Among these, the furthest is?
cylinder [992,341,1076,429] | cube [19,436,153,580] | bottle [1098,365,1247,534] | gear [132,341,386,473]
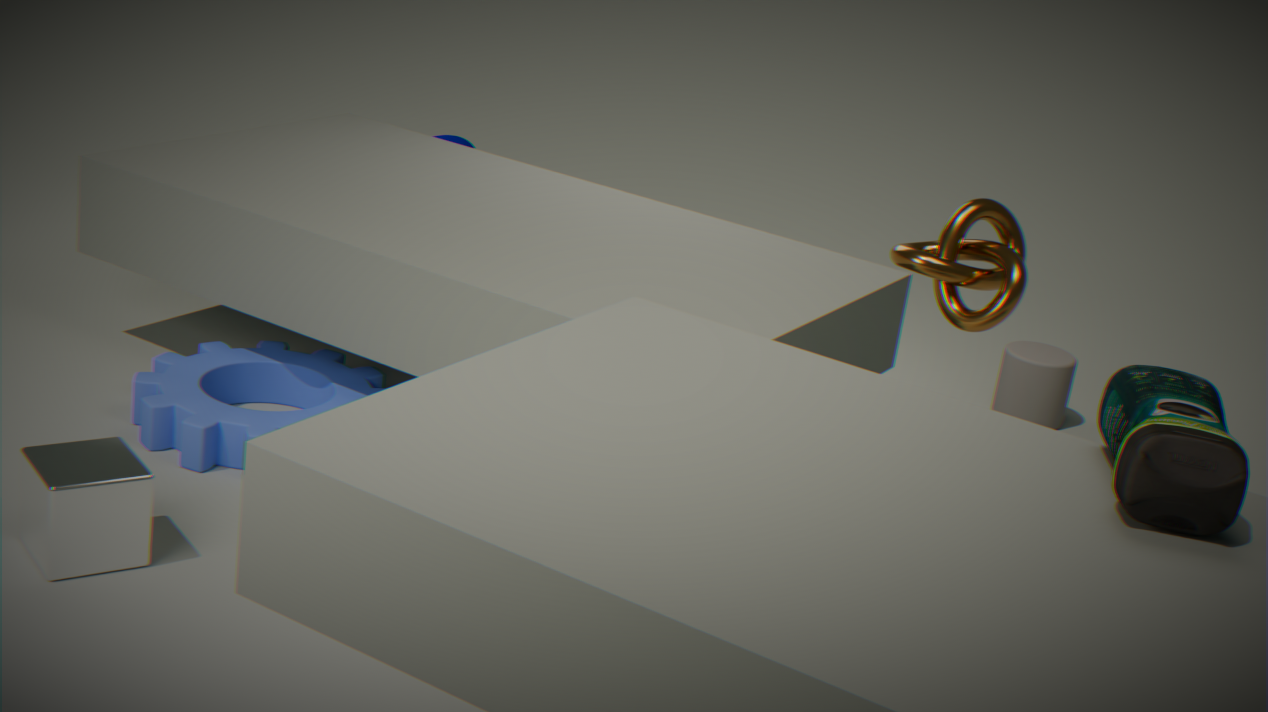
cylinder [992,341,1076,429]
